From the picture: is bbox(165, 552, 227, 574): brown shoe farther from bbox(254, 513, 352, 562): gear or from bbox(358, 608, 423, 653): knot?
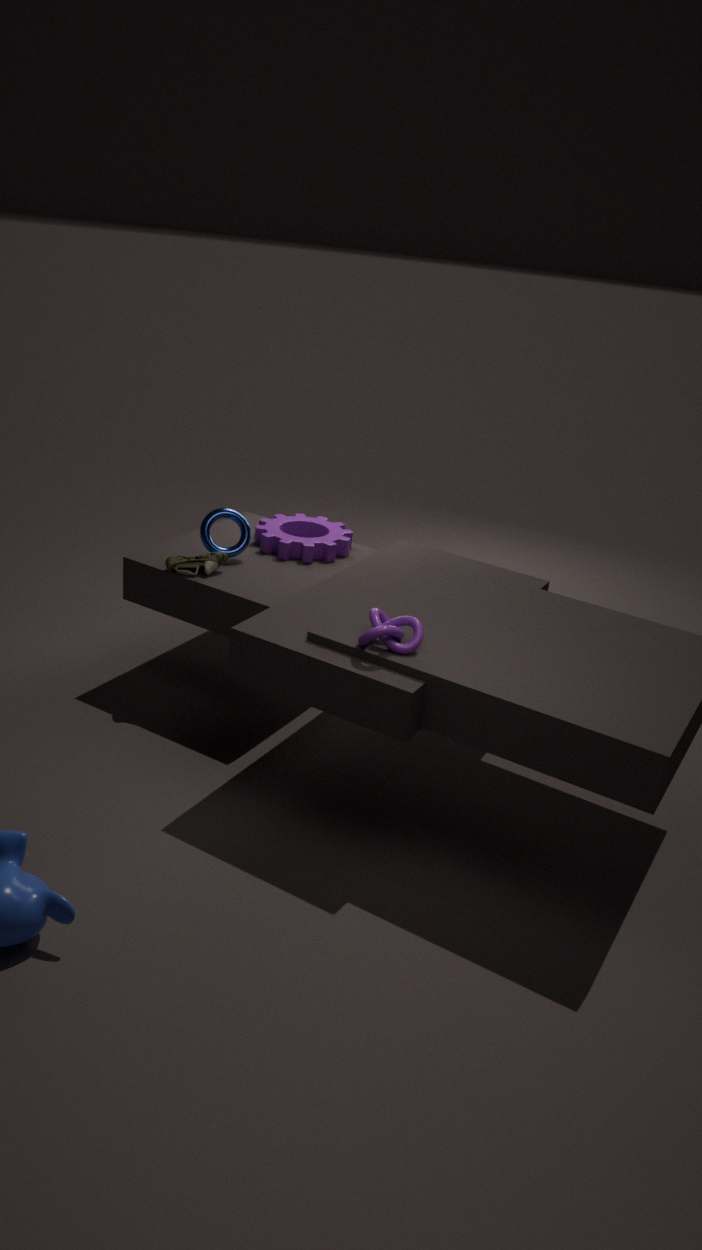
bbox(358, 608, 423, 653): knot
